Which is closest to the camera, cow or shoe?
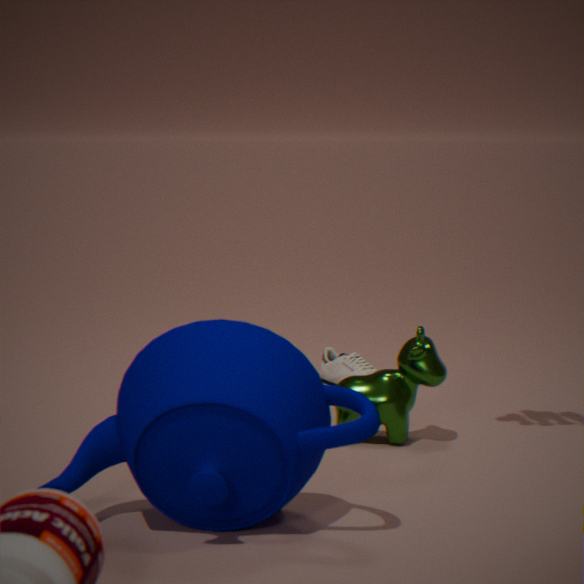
cow
